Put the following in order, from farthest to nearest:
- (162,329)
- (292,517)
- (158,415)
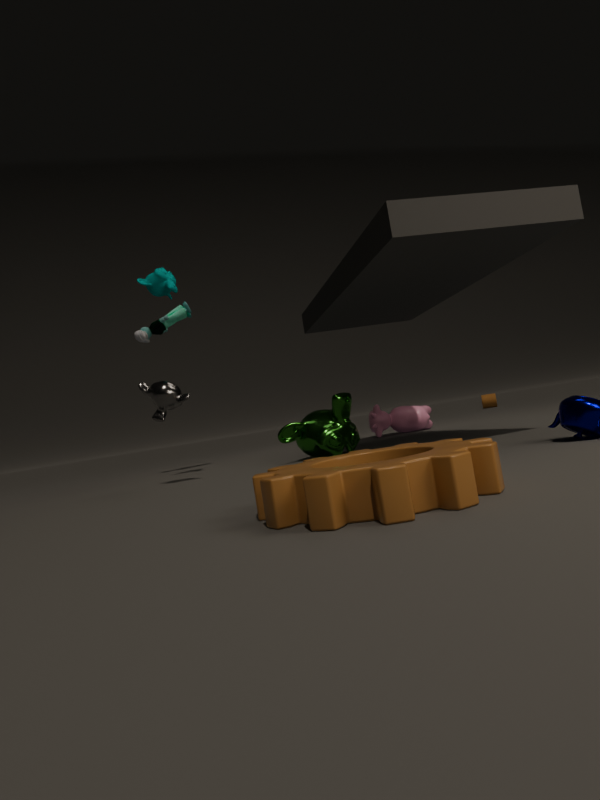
(162,329)
(158,415)
(292,517)
